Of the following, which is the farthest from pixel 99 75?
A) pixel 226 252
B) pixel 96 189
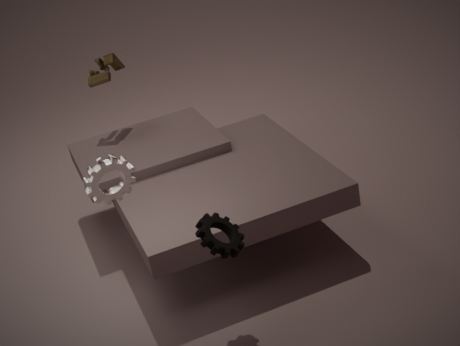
pixel 226 252
